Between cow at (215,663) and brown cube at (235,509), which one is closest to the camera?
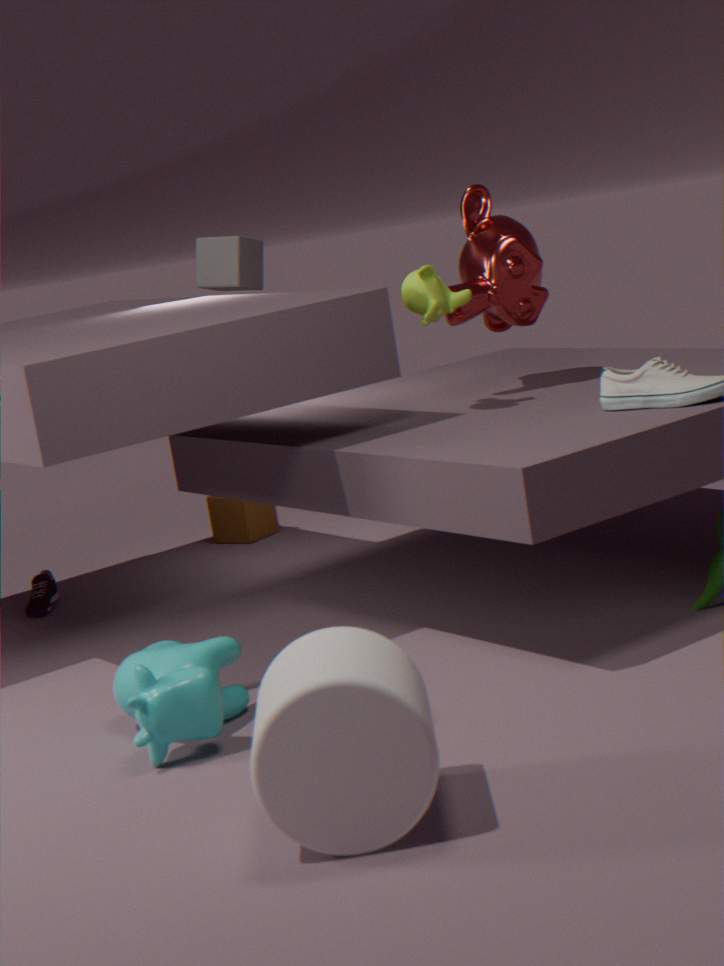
cow at (215,663)
